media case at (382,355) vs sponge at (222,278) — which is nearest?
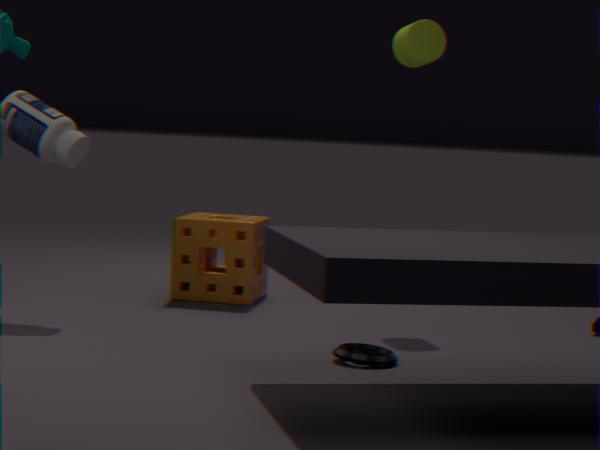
media case at (382,355)
